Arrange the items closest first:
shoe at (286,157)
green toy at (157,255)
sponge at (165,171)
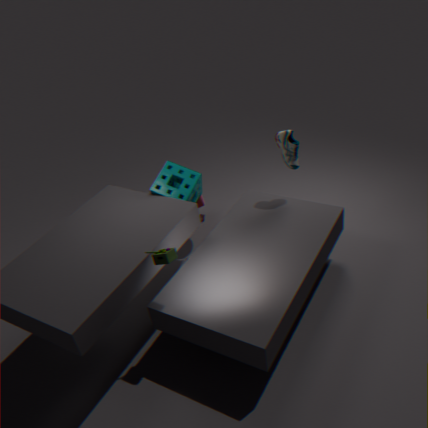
green toy at (157,255)
sponge at (165,171)
shoe at (286,157)
